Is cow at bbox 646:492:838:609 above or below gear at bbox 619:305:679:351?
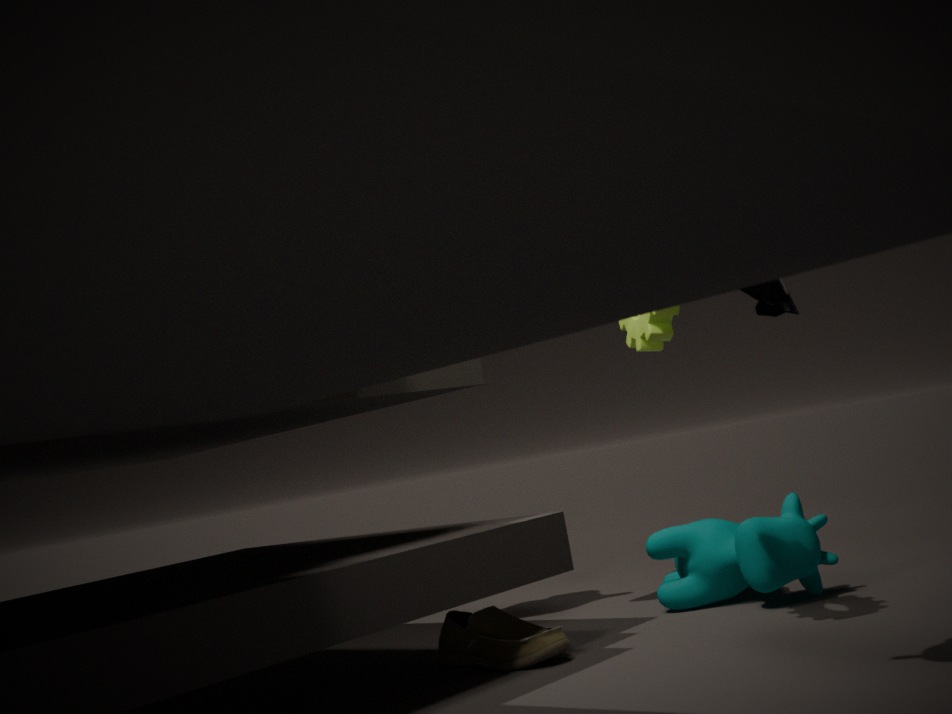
below
